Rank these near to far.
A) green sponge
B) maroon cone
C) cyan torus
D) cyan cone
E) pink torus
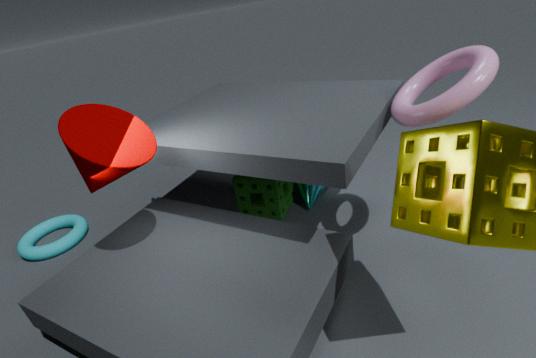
maroon cone < pink torus < green sponge < cyan torus < cyan cone
